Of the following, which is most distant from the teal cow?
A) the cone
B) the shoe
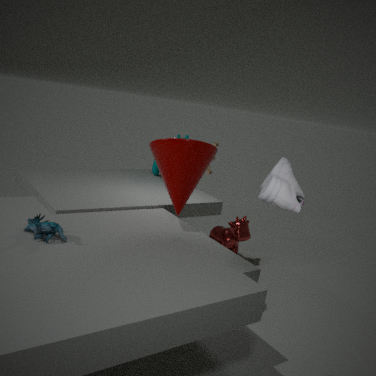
the shoe
